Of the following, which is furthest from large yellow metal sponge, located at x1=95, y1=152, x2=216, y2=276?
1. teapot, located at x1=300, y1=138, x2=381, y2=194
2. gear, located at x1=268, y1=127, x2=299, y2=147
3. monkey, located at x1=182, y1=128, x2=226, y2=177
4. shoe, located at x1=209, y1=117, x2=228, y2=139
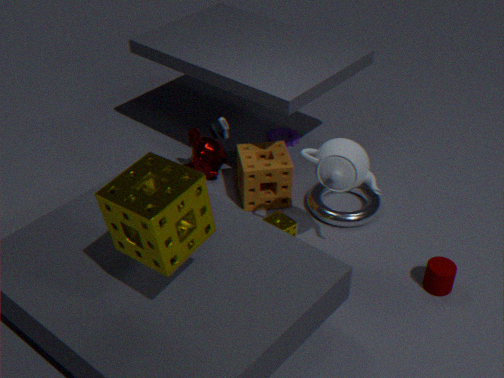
gear, located at x1=268, y1=127, x2=299, y2=147
